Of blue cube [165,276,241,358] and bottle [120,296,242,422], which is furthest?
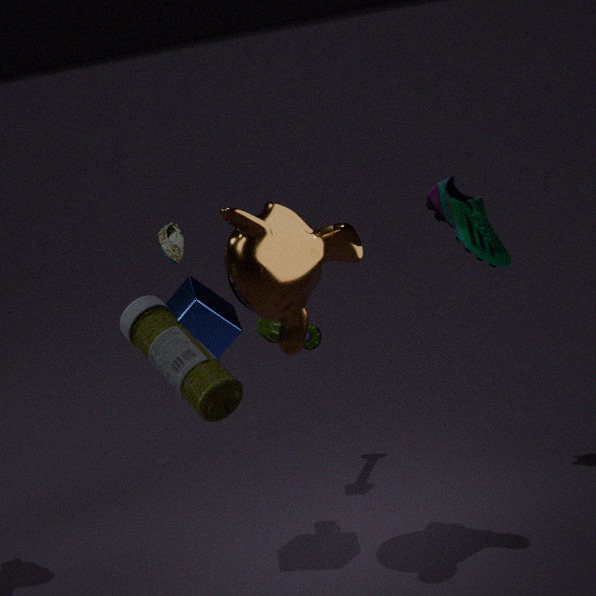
blue cube [165,276,241,358]
